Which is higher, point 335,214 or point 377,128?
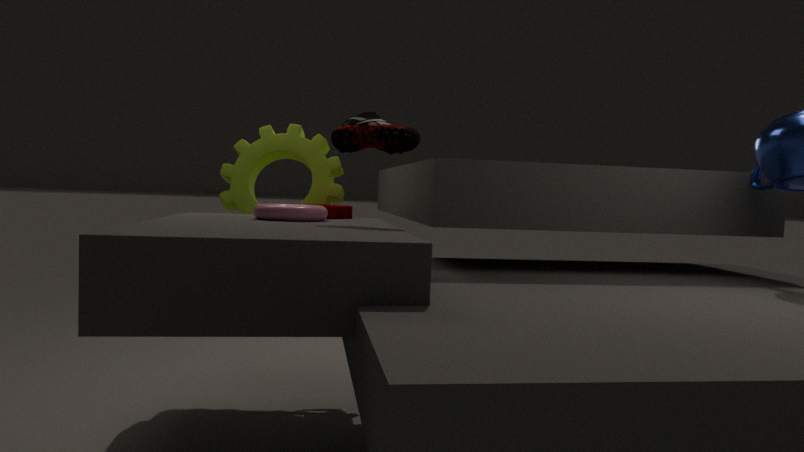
point 377,128
